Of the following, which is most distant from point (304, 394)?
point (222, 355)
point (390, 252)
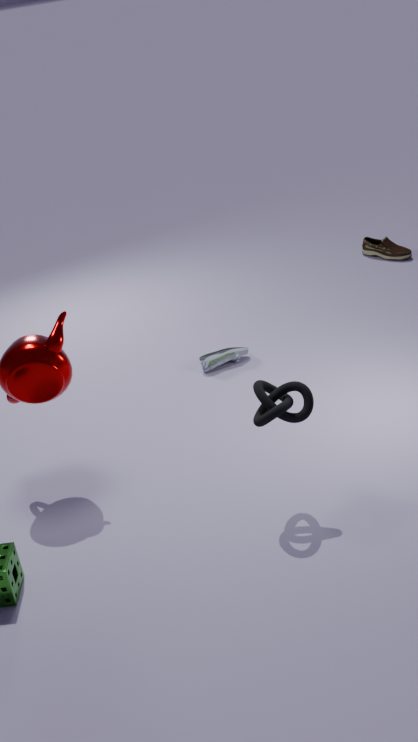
point (390, 252)
